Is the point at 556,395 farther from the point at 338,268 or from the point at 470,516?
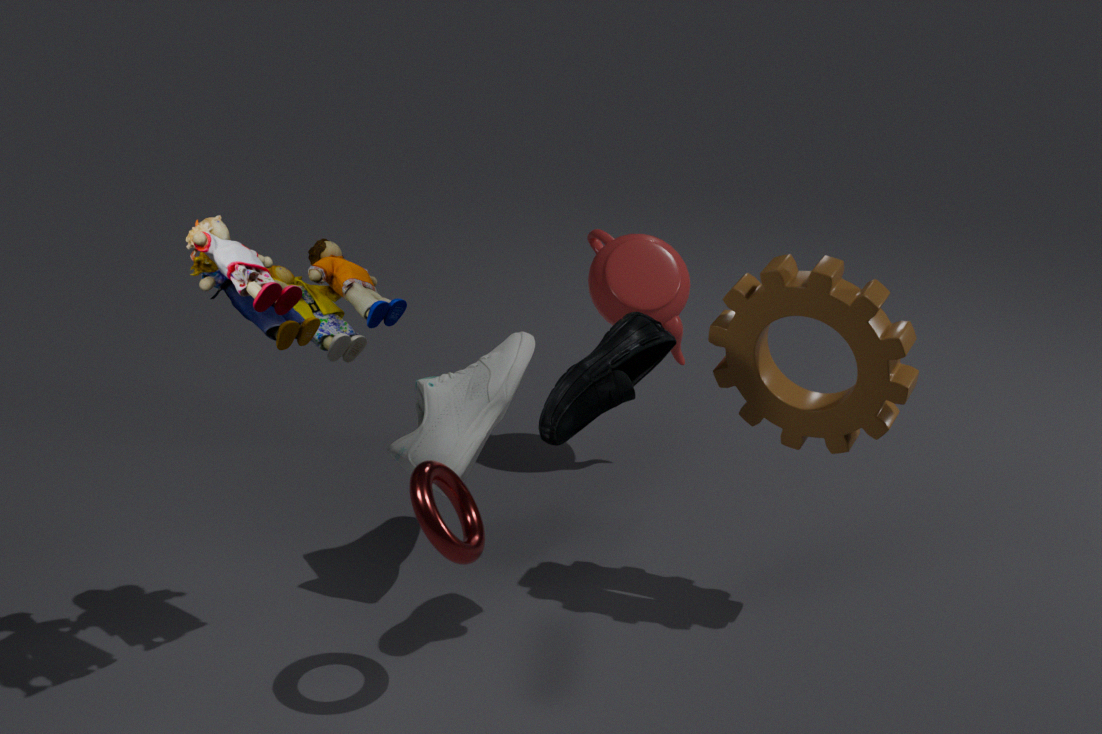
the point at 338,268
